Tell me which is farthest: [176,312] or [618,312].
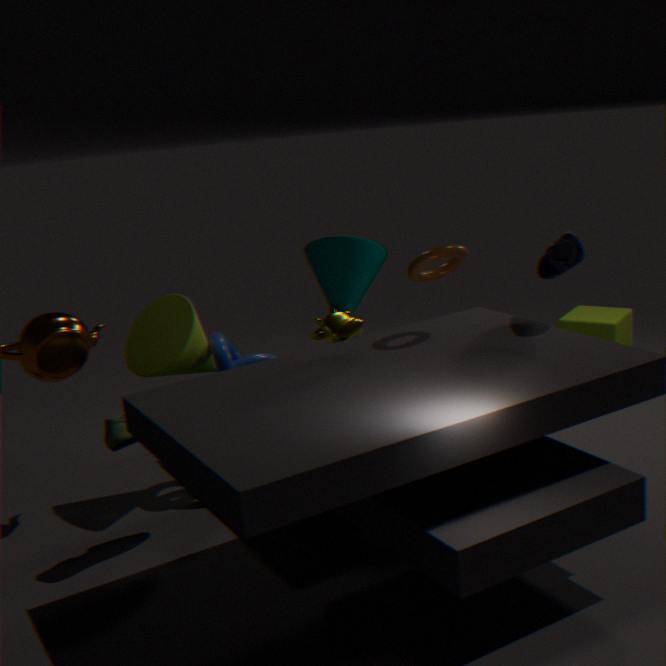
[618,312]
